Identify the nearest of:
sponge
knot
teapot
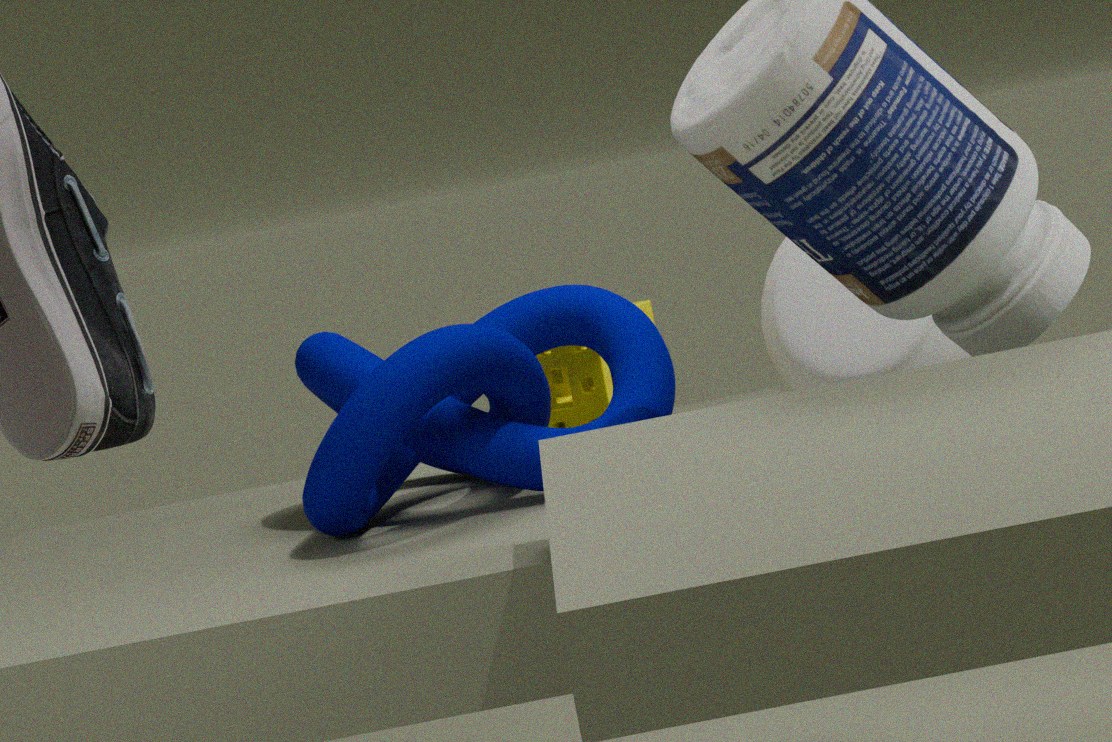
knot
